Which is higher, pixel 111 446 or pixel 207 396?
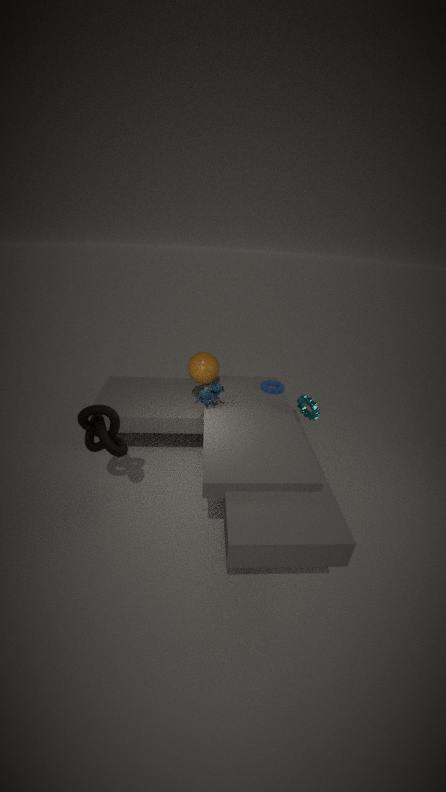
pixel 207 396
